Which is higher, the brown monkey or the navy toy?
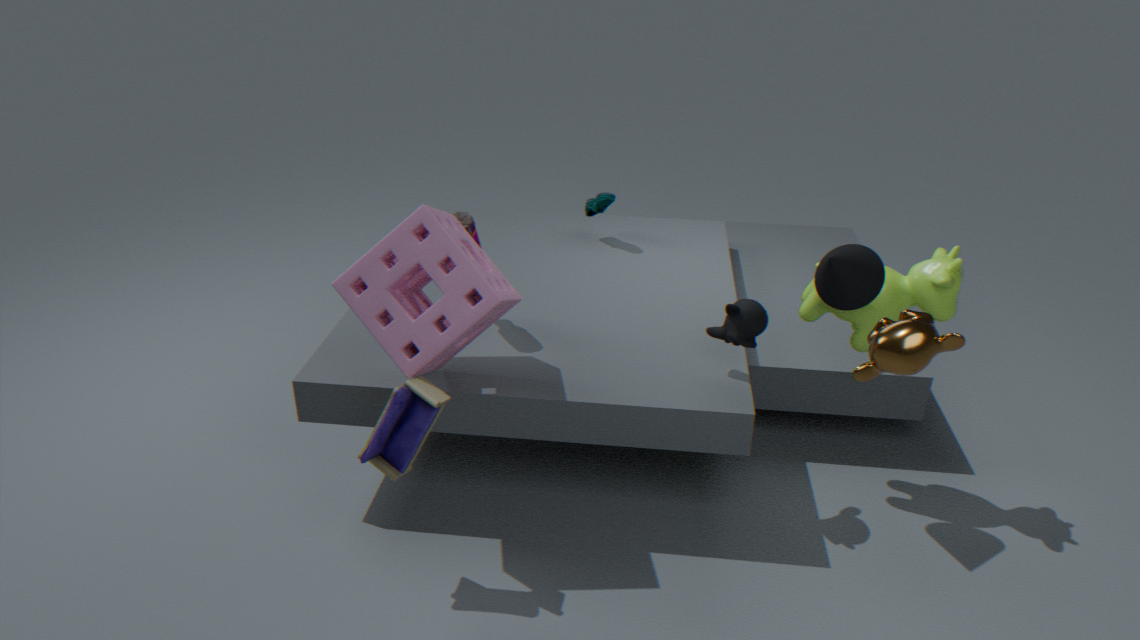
the brown monkey
